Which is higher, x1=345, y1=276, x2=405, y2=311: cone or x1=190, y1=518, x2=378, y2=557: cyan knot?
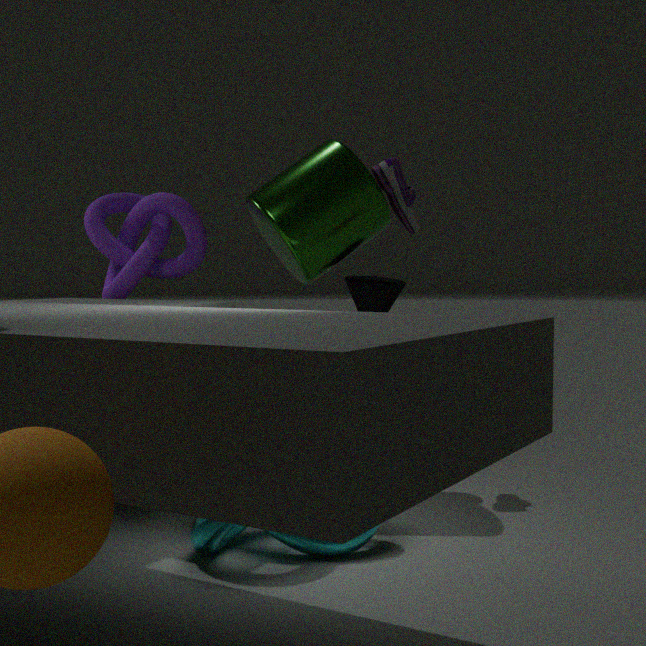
x1=345, y1=276, x2=405, y2=311: cone
